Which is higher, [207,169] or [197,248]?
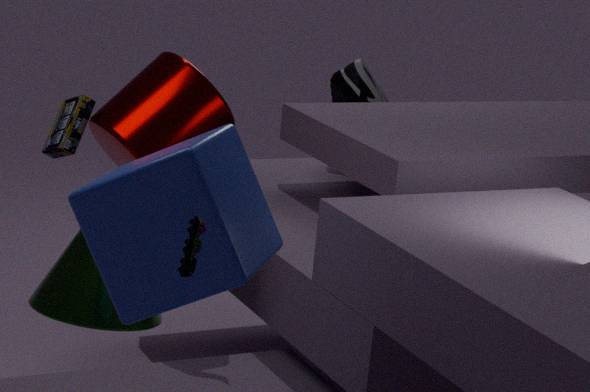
[197,248]
